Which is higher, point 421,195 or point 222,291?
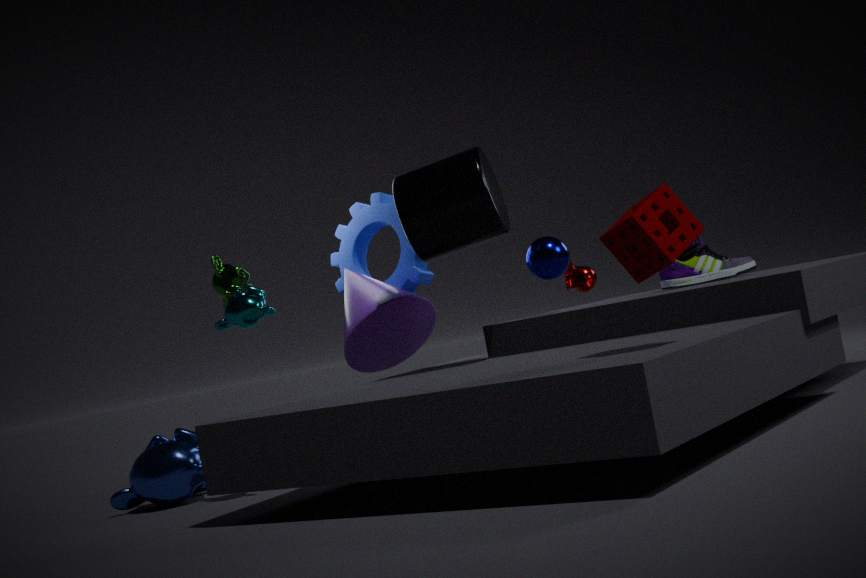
point 421,195
